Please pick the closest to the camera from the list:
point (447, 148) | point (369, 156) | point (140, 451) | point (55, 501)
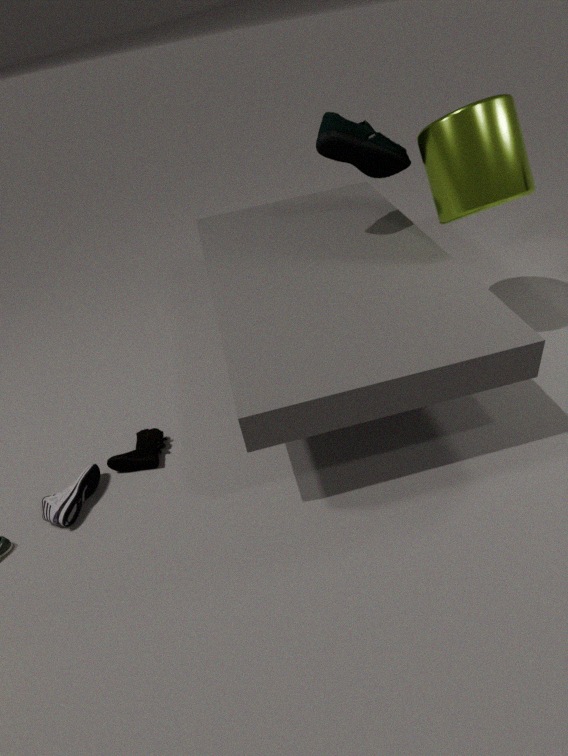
point (55, 501)
